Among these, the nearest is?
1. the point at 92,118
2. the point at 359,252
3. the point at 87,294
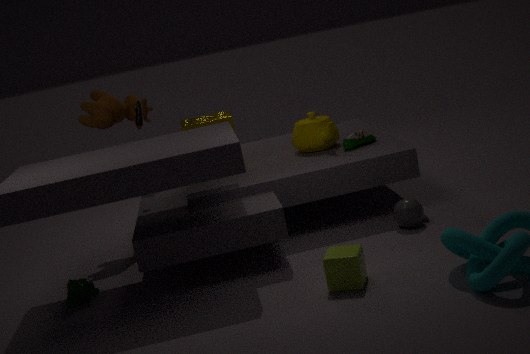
the point at 359,252
